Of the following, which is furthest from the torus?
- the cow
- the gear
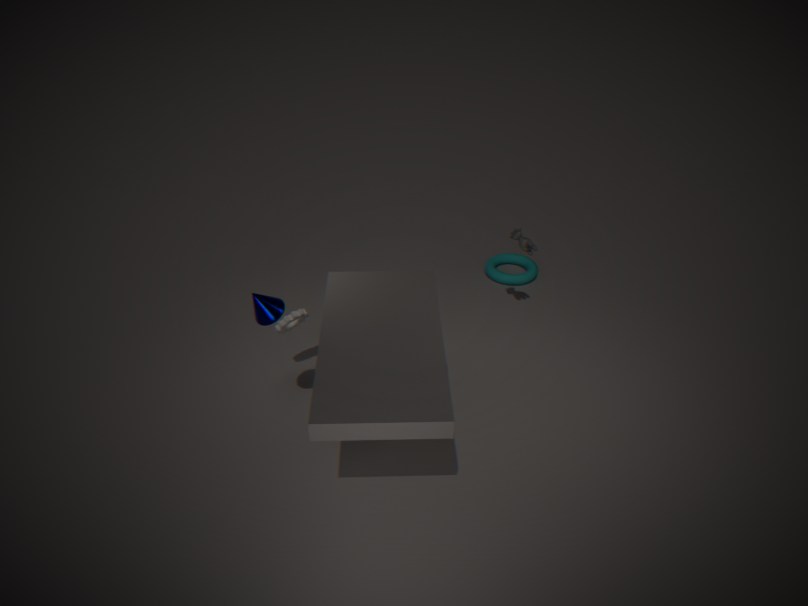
the gear
